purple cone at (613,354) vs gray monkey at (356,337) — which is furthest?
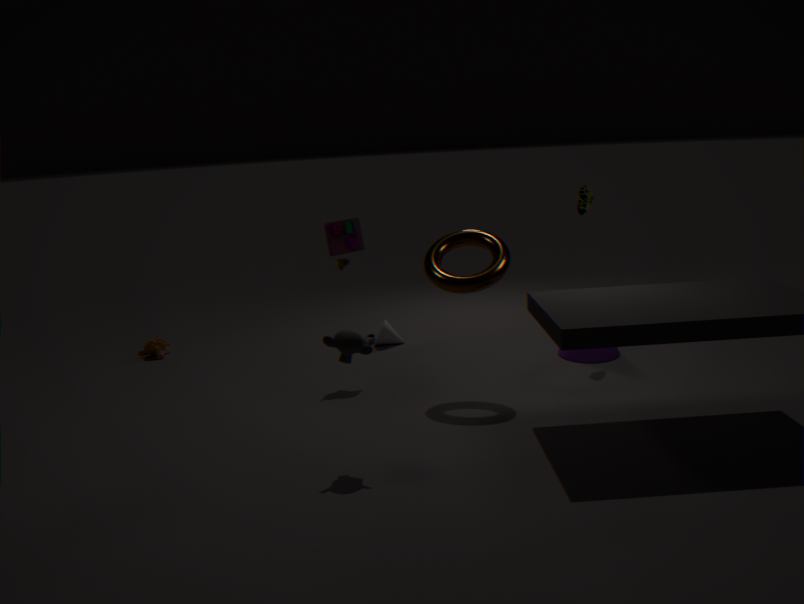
purple cone at (613,354)
